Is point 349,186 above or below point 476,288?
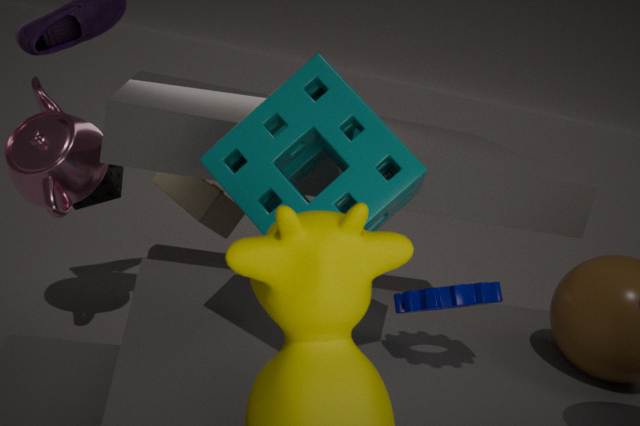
above
